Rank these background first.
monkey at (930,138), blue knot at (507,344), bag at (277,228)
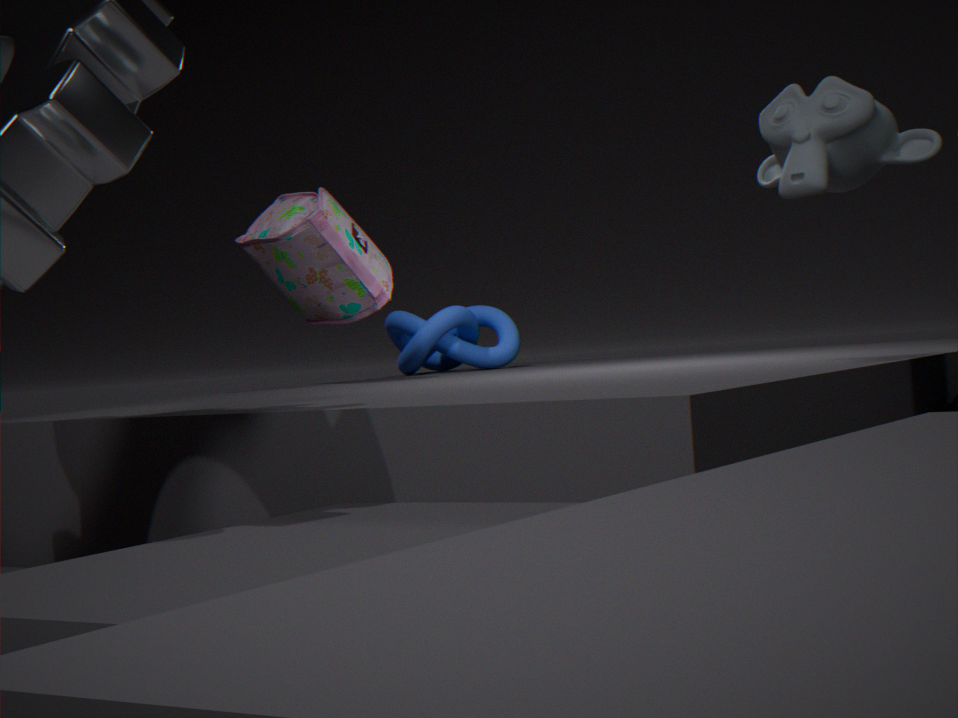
blue knot at (507,344)
bag at (277,228)
monkey at (930,138)
